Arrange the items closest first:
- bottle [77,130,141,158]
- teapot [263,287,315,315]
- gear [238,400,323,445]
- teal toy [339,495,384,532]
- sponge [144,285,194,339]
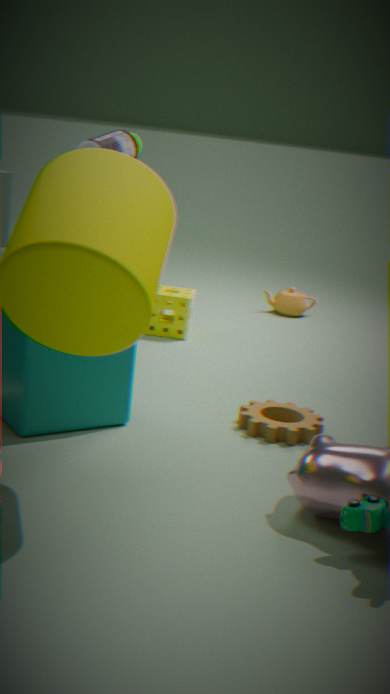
teal toy [339,495,384,532]
gear [238,400,323,445]
bottle [77,130,141,158]
sponge [144,285,194,339]
teapot [263,287,315,315]
